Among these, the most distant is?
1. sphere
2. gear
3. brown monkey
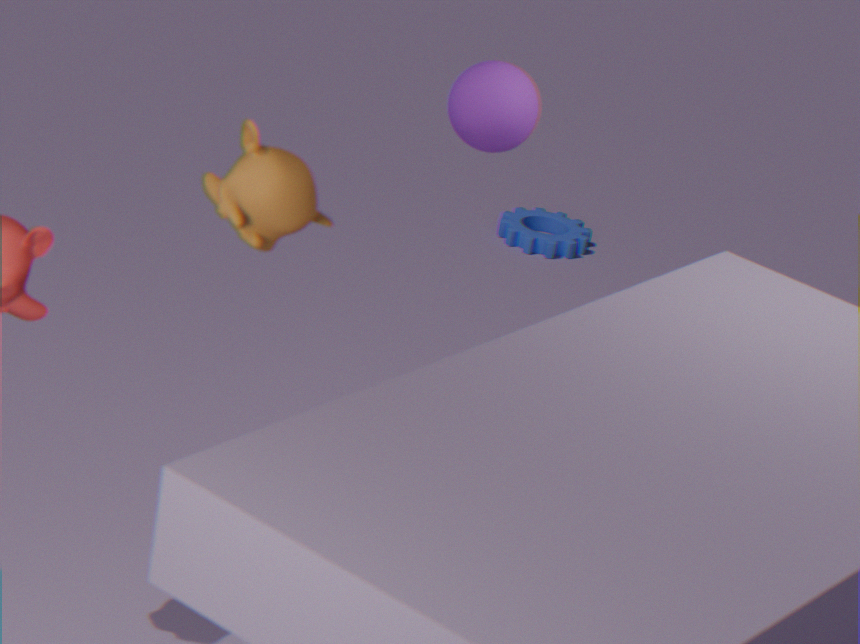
gear
